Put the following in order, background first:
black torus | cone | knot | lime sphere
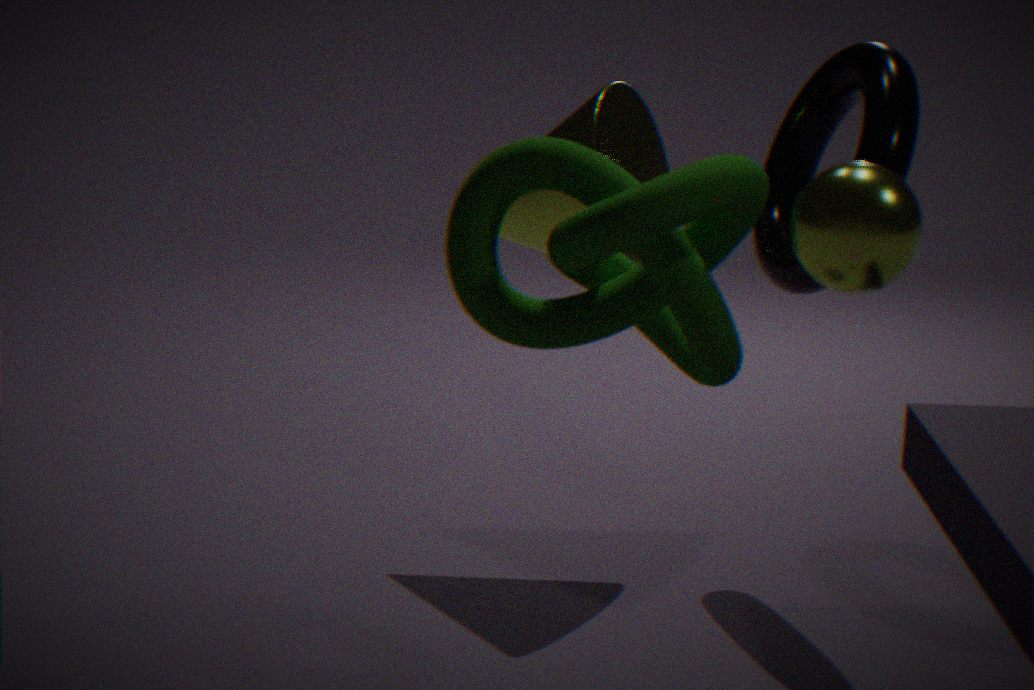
1. cone
2. black torus
3. knot
4. lime sphere
